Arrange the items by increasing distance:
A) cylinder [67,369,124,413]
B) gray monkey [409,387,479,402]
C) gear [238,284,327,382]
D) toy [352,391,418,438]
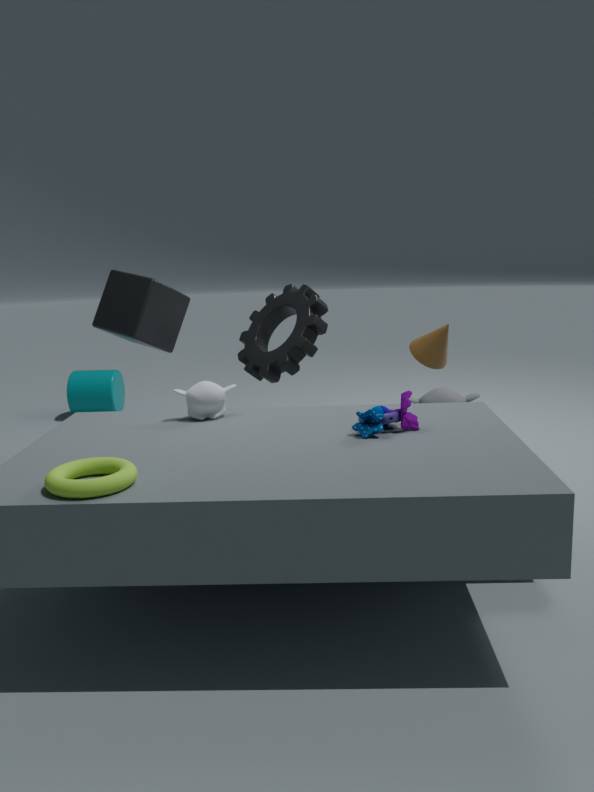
toy [352,391,418,438] → gear [238,284,327,382] → gray monkey [409,387,479,402] → cylinder [67,369,124,413]
